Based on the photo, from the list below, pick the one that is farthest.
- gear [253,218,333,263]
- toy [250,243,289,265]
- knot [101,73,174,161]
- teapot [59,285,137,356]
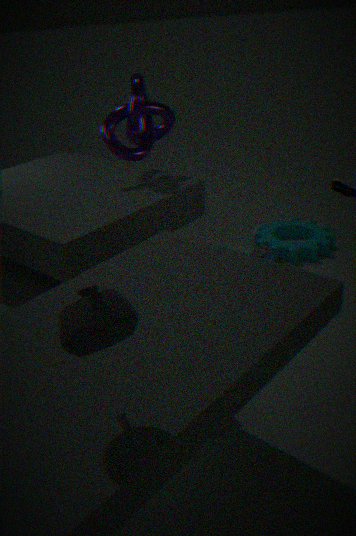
gear [253,218,333,263]
